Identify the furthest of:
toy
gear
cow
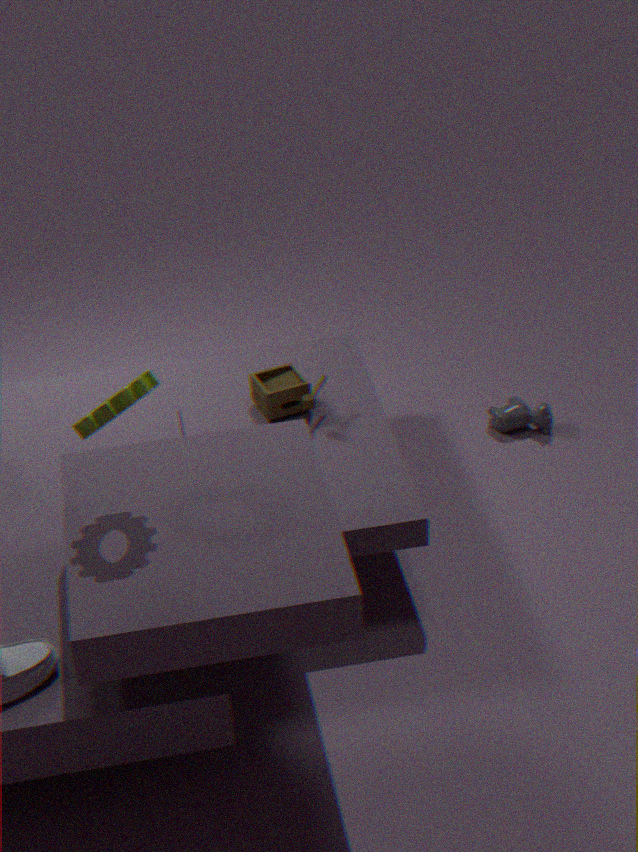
cow
